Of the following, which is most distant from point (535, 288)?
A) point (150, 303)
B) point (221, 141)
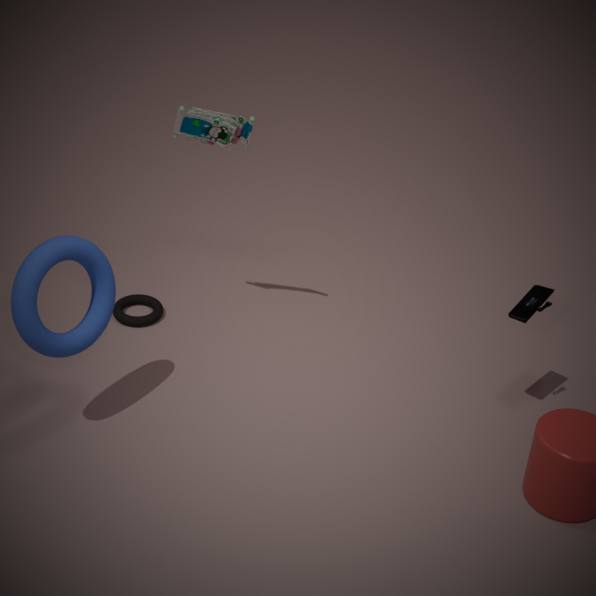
point (150, 303)
